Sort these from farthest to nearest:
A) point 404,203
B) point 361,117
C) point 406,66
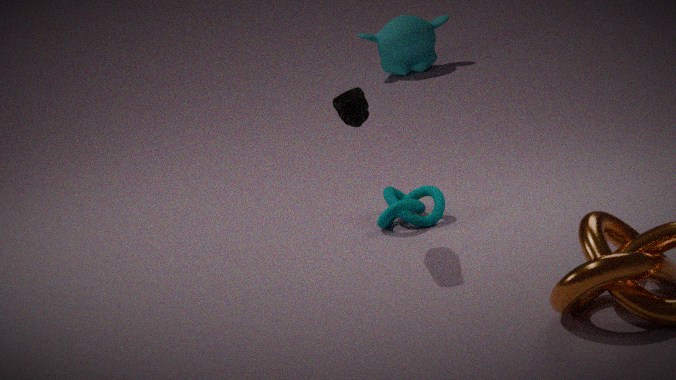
point 406,66 → point 404,203 → point 361,117
